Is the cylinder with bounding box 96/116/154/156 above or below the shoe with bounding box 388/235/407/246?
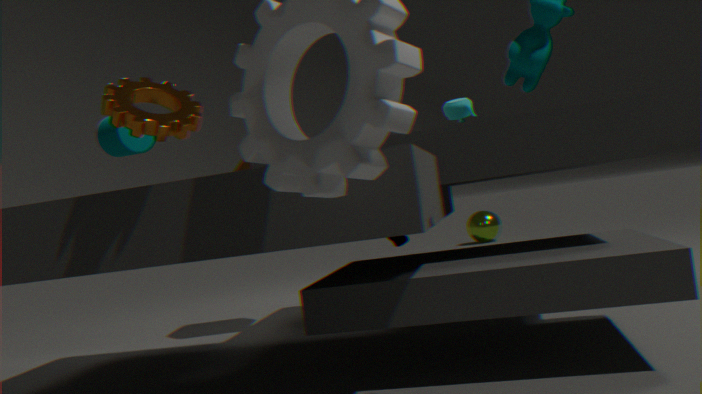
above
